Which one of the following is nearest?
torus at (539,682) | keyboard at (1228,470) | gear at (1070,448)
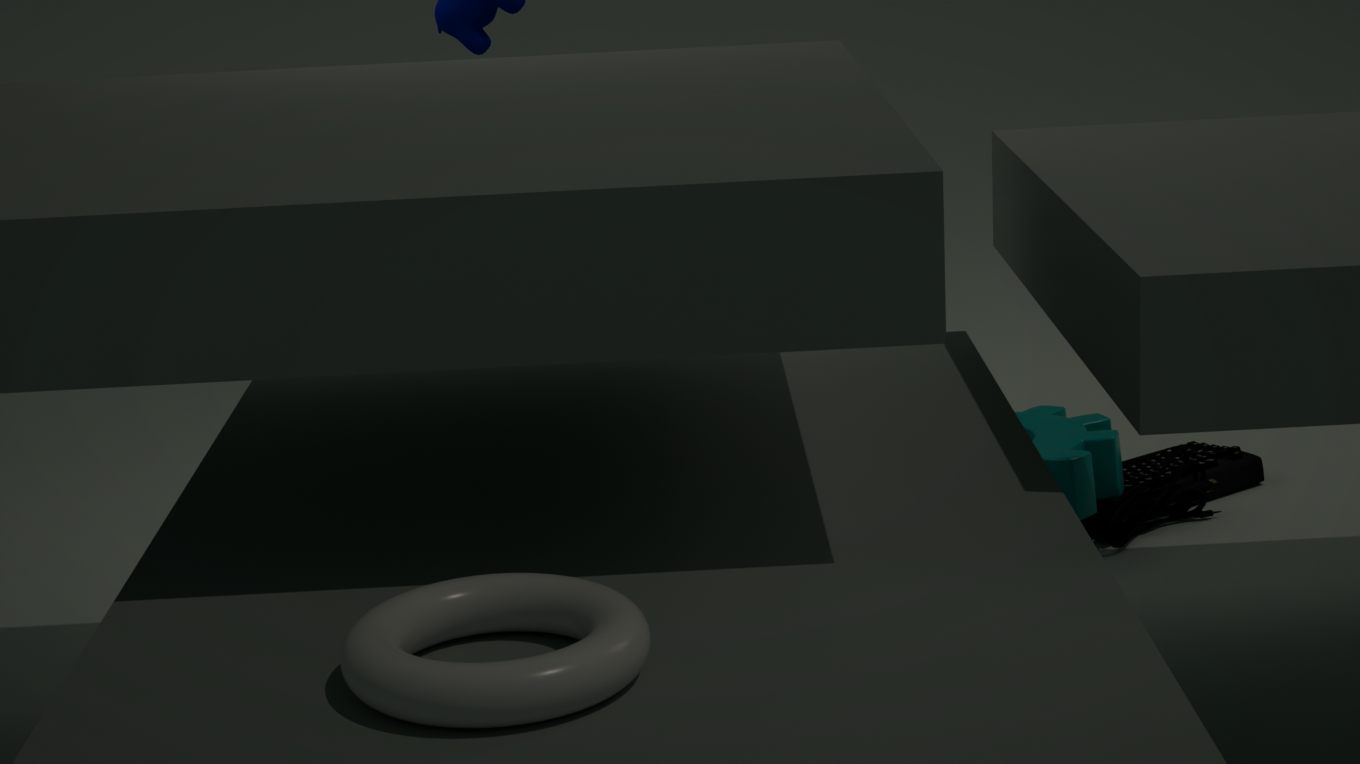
torus at (539,682)
